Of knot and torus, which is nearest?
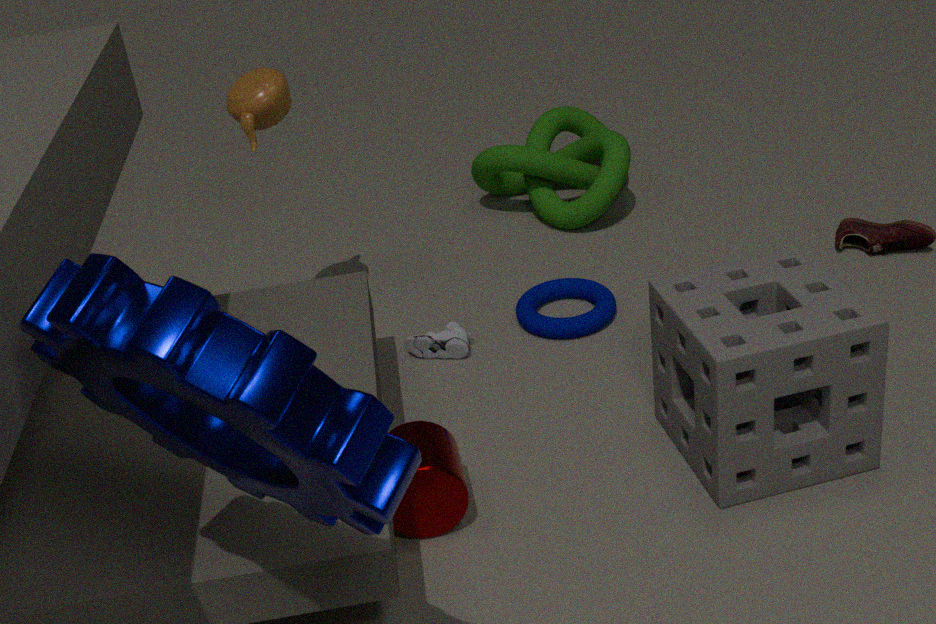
torus
